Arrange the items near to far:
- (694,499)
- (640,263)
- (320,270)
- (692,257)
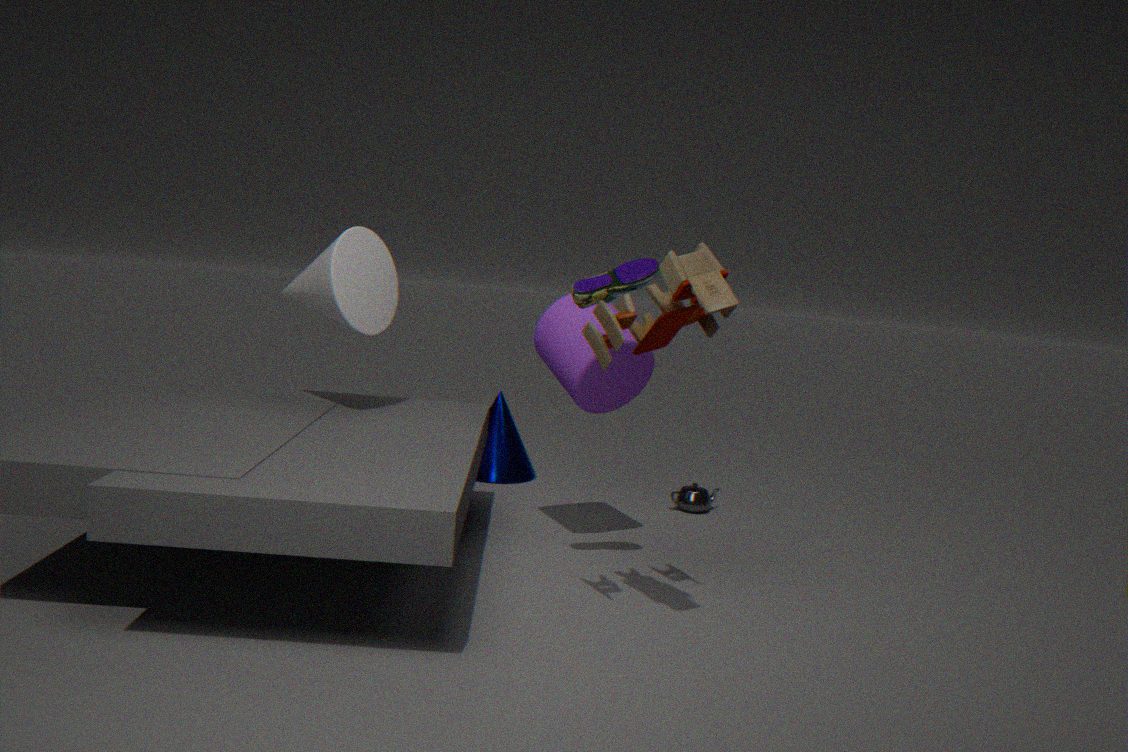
1. (692,257)
2. (640,263)
3. (320,270)
4. (694,499)
